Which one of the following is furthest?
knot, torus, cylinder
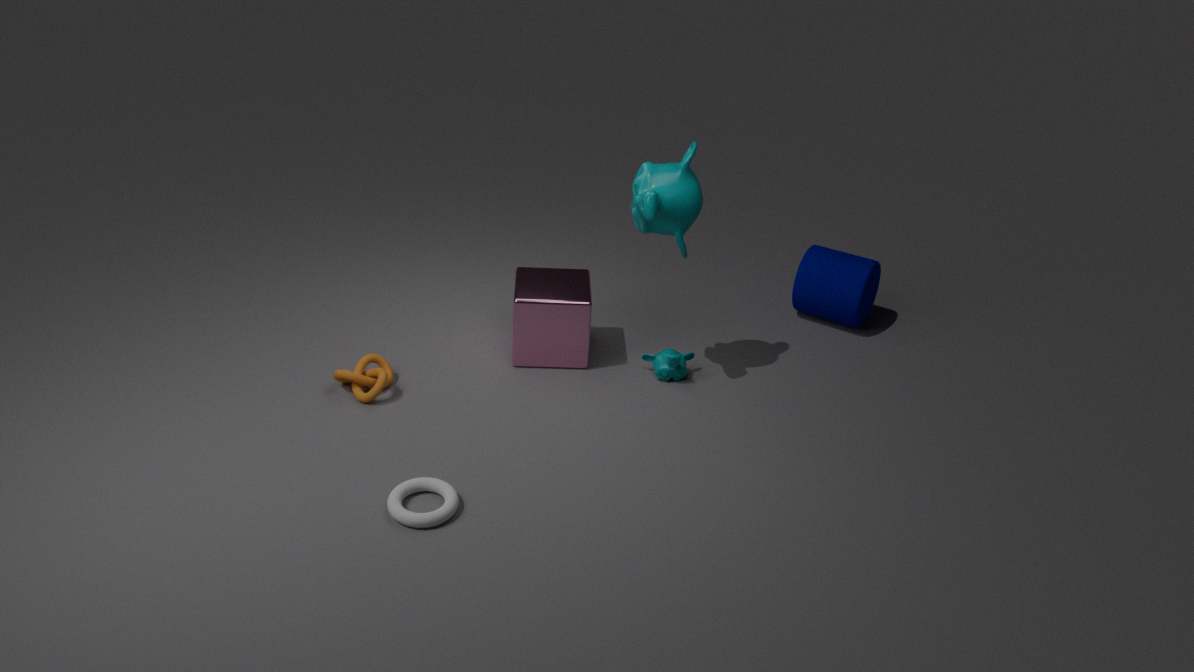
cylinder
